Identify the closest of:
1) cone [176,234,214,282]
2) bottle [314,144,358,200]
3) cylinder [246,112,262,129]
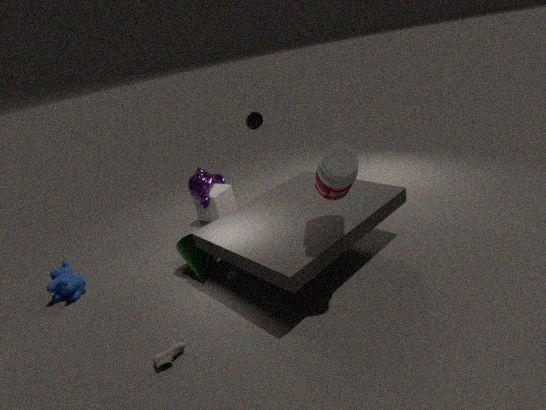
2. bottle [314,144,358,200]
